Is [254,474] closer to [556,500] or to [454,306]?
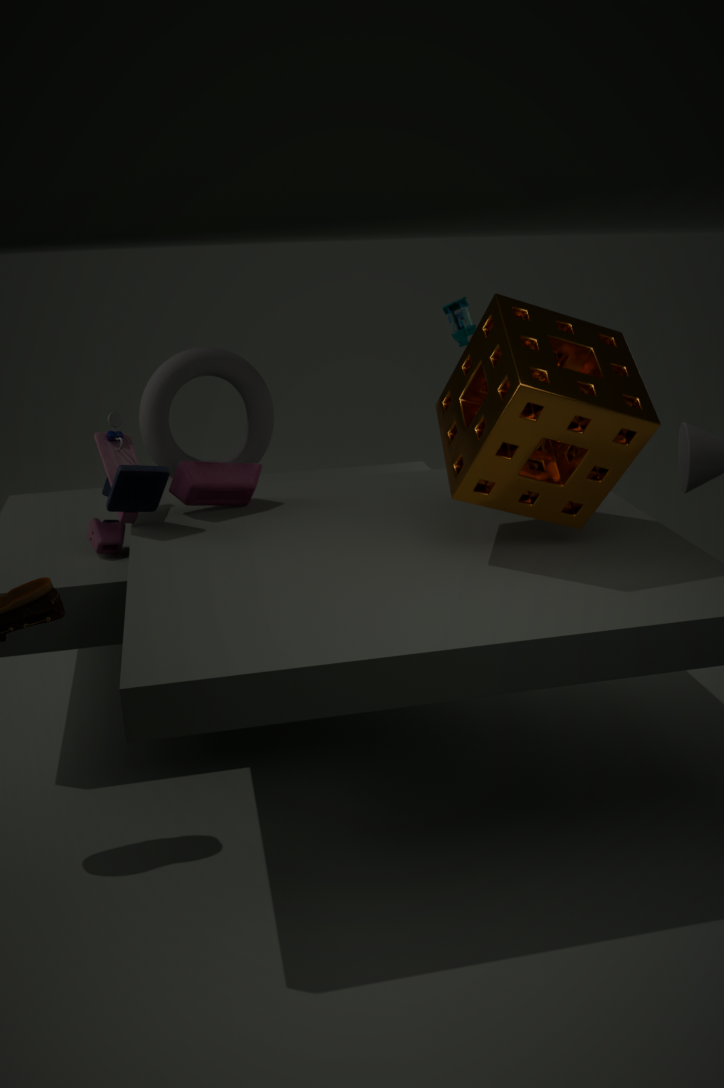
[556,500]
